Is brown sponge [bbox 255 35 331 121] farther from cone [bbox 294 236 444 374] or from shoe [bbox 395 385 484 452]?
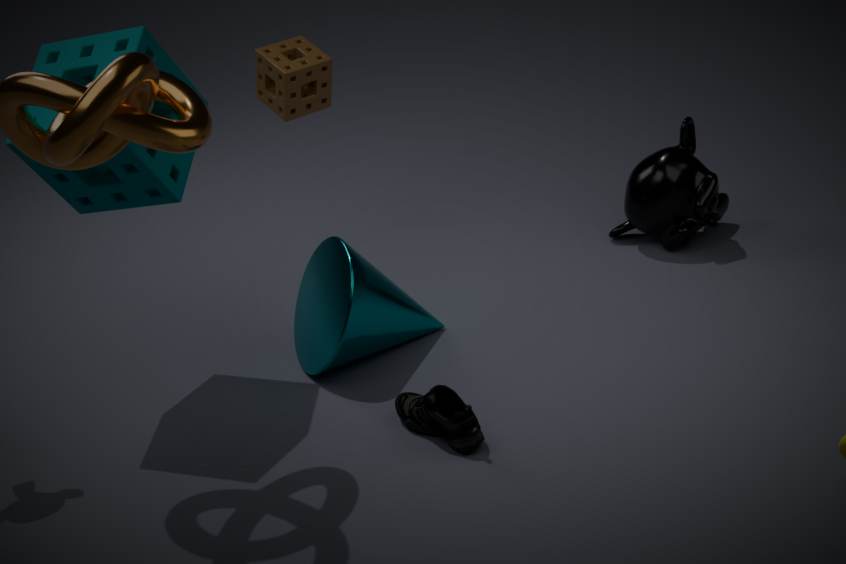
shoe [bbox 395 385 484 452]
